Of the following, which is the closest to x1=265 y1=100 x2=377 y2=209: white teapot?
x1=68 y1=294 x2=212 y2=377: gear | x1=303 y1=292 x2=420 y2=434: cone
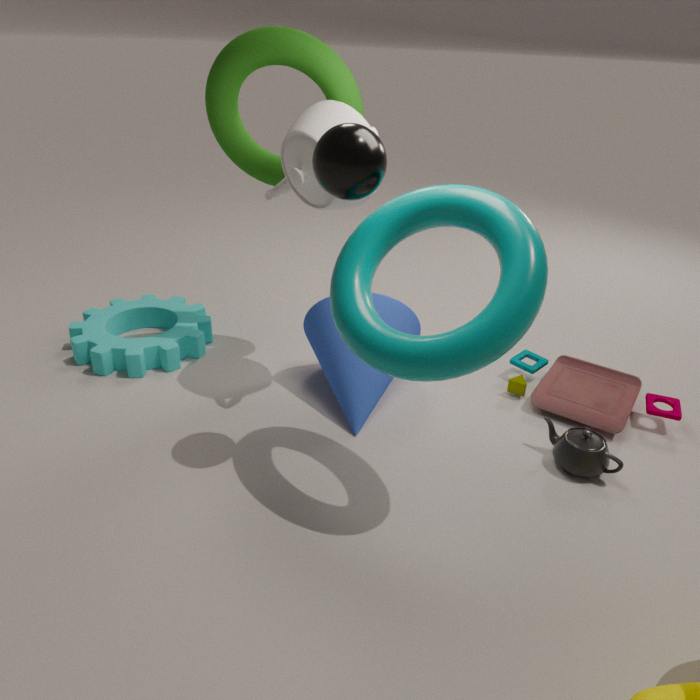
x1=303 y1=292 x2=420 y2=434: cone
